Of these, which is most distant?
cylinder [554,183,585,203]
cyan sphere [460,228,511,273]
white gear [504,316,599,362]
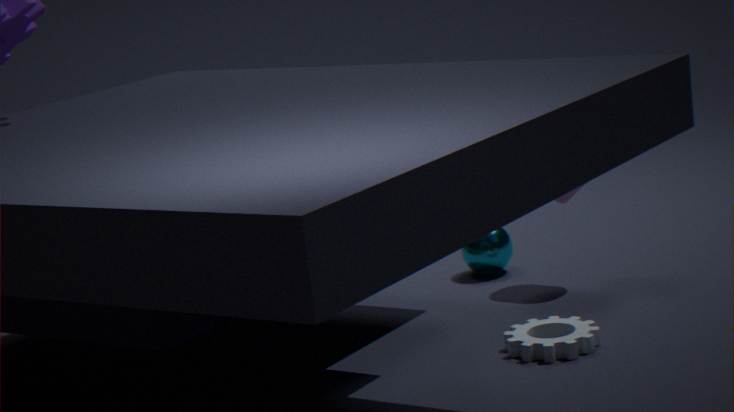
cyan sphere [460,228,511,273]
